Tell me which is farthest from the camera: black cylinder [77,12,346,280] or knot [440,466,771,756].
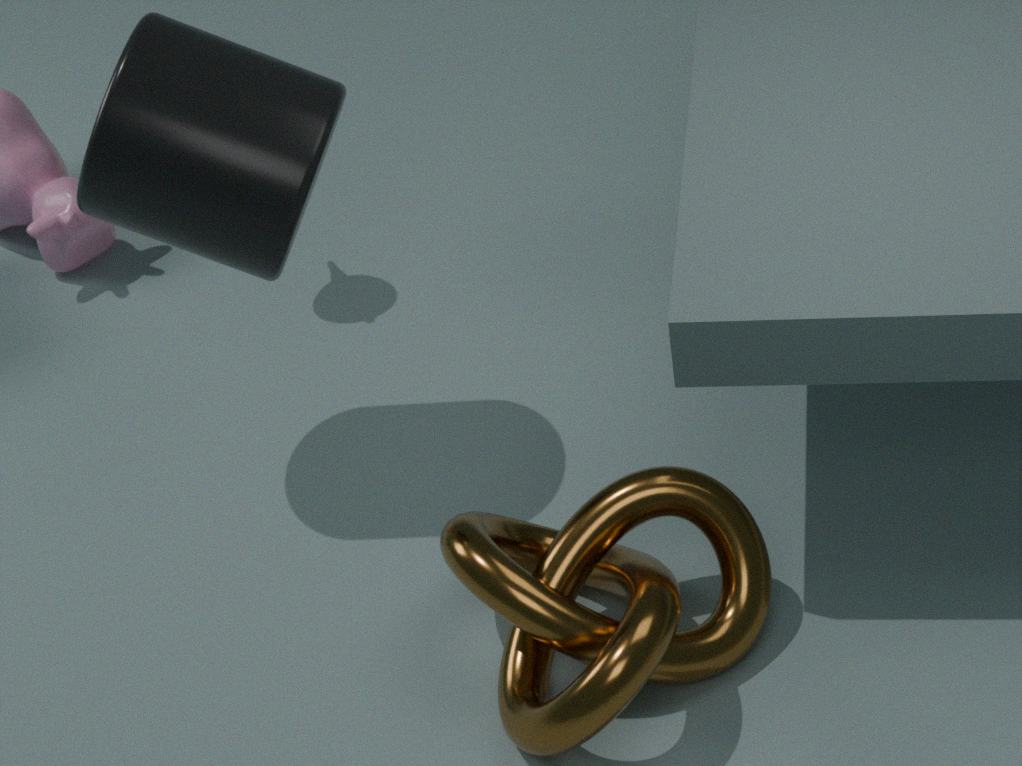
black cylinder [77,12,346,280]
